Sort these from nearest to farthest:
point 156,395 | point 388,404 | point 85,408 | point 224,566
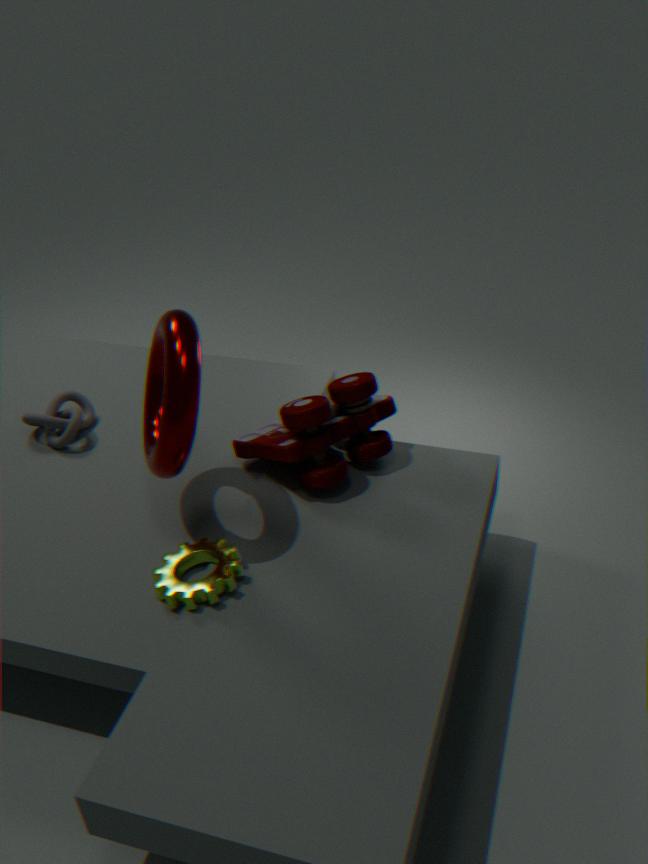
point 224,566 < point 156,395 < point 388,404 < point 85,408
